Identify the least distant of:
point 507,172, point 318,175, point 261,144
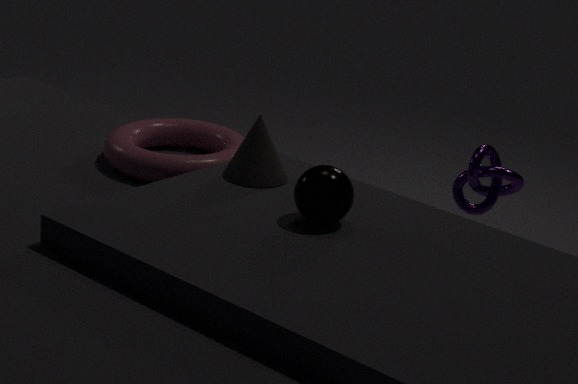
point 318,175
